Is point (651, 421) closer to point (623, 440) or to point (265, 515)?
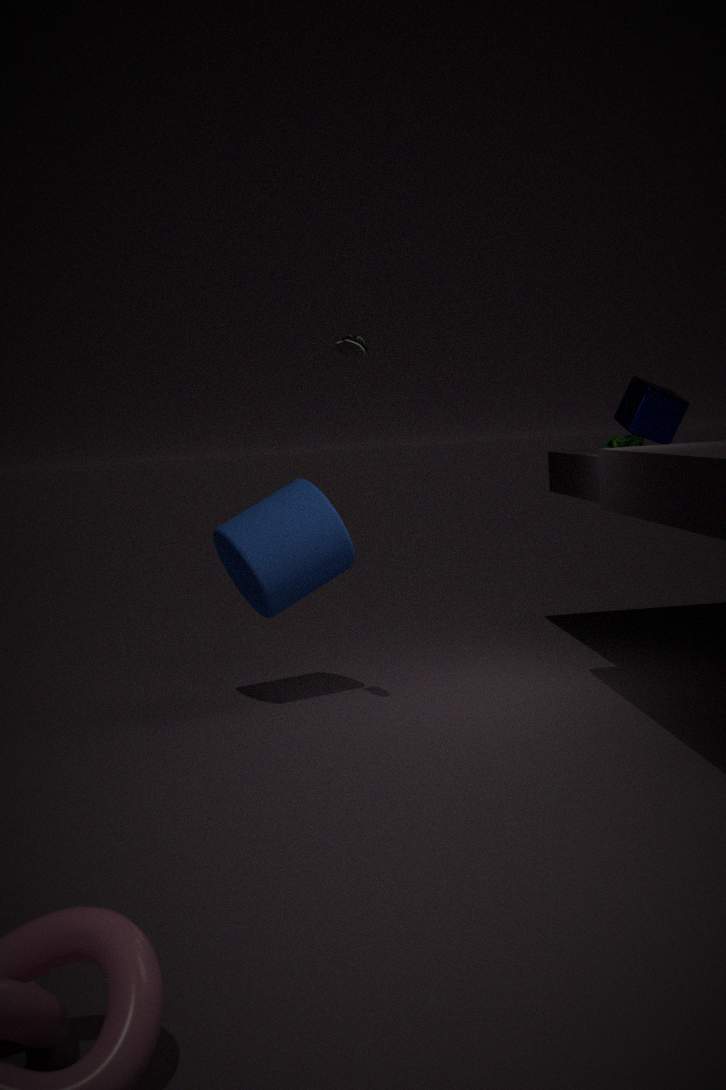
point (623, 440)
